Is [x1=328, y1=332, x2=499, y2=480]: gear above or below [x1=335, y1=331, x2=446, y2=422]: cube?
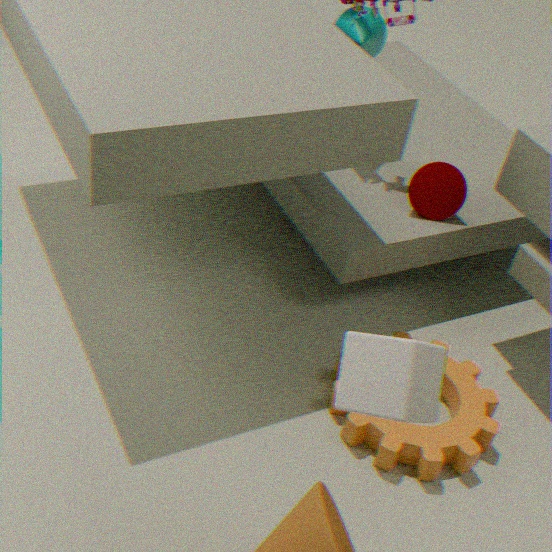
below
